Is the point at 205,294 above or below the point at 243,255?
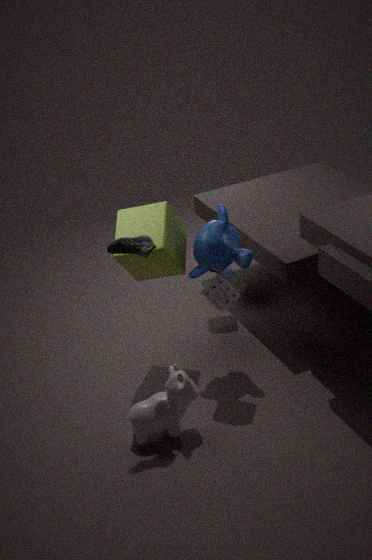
below
